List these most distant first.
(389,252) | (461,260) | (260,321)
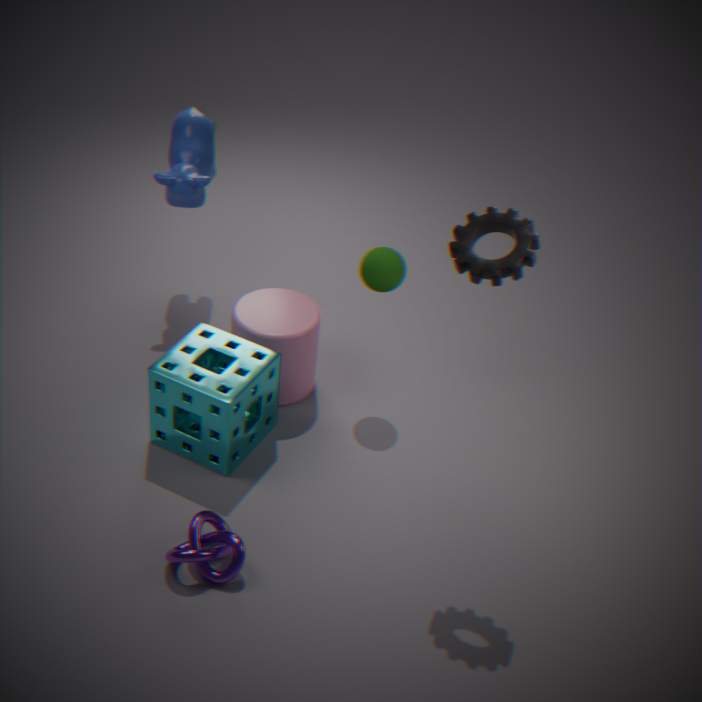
(260,321), (389,252), (461,260)
